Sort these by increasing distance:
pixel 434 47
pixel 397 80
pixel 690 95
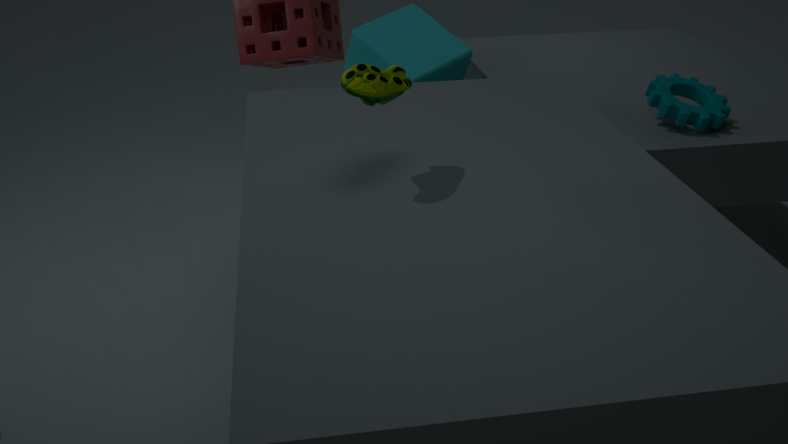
pixel 397 80 < pixel 690 95 < pixel 434 47
